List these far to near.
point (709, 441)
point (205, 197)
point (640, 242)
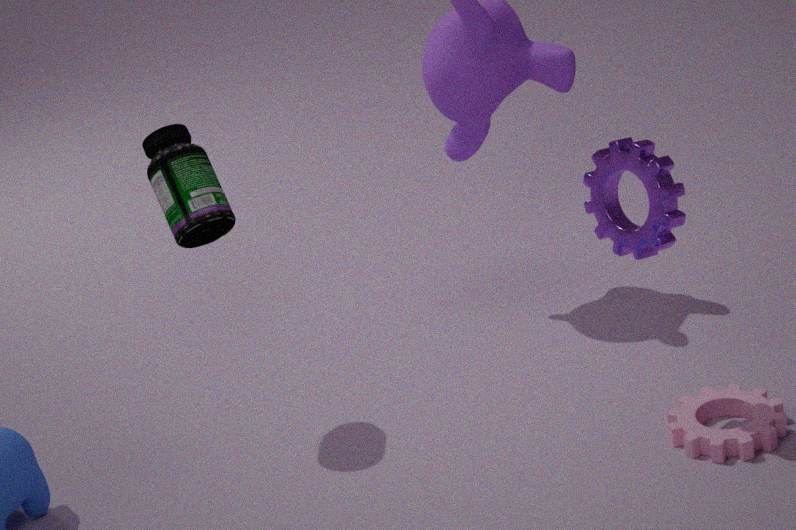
point (205, 197) → point (709, 441) → point (640, 242)
